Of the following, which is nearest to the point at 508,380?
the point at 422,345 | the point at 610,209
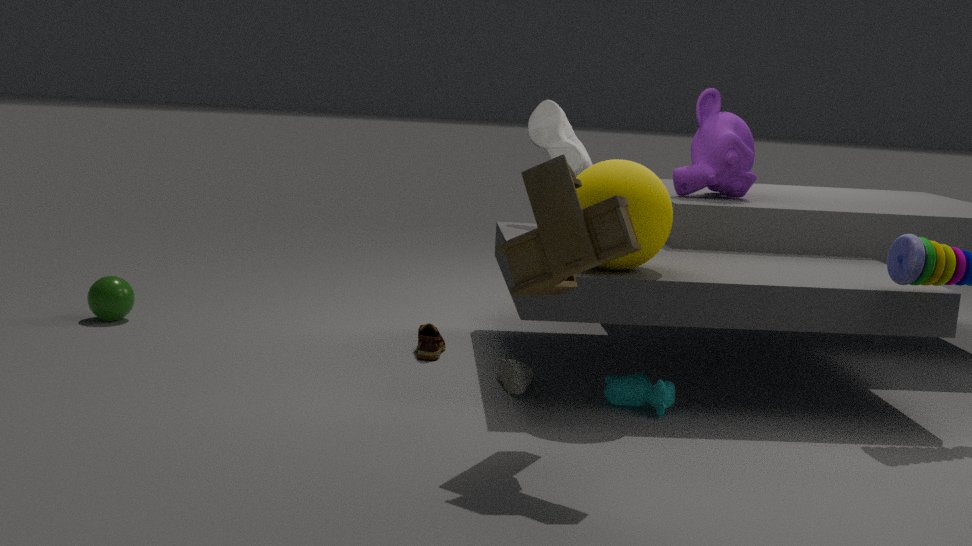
the point at 422,345
